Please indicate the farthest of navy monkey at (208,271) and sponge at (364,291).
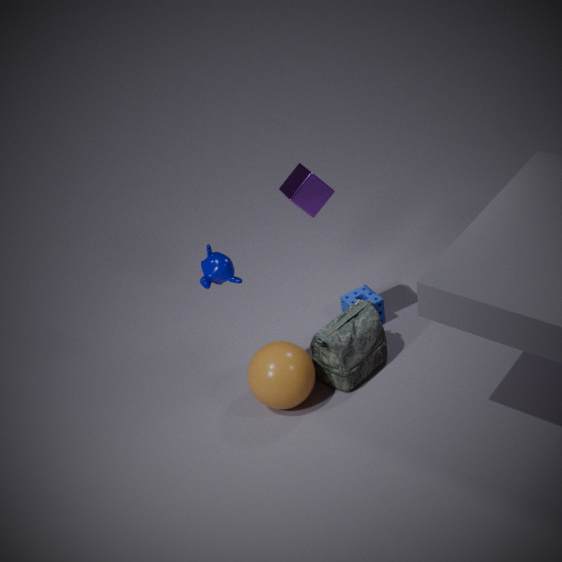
sponge at (364,291)
